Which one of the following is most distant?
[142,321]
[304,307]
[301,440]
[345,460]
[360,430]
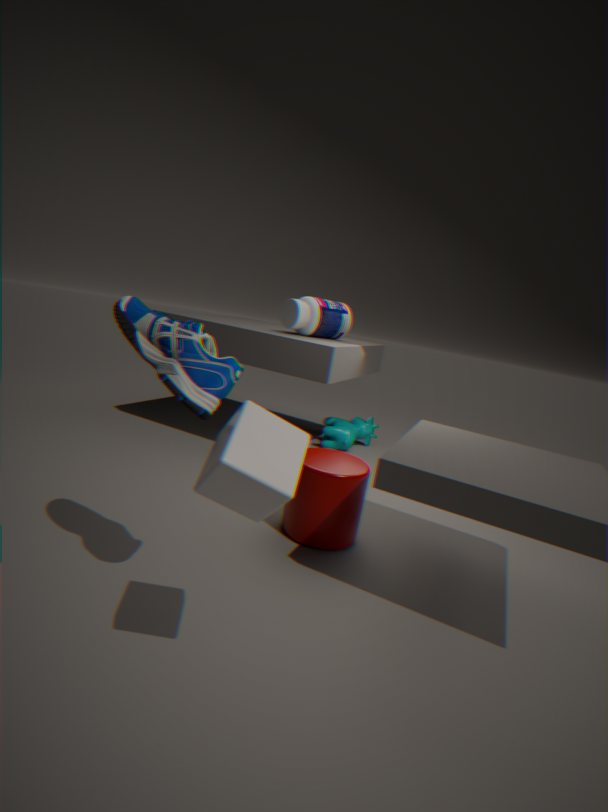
[360,430]
